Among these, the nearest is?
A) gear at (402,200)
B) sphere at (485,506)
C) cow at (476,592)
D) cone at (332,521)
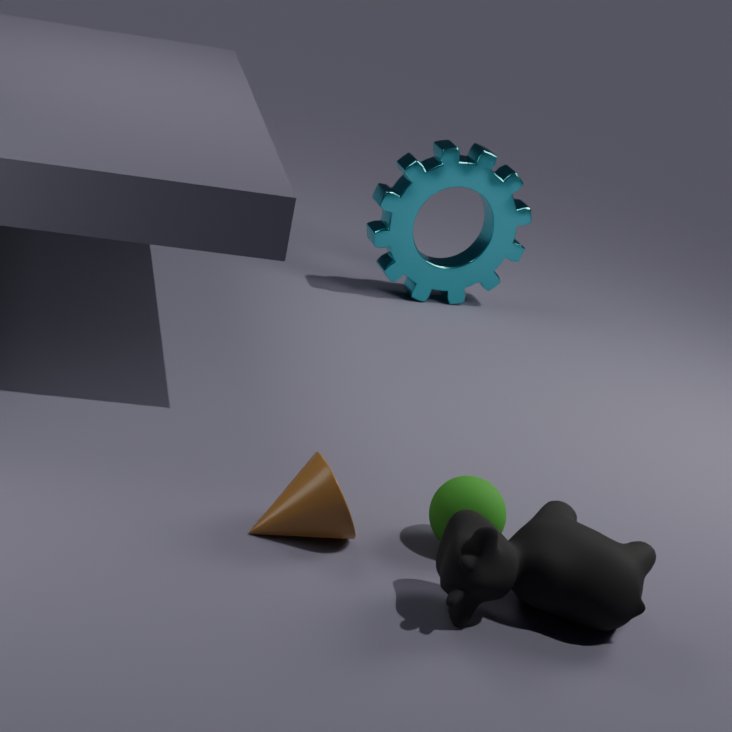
cow at (476,592)
